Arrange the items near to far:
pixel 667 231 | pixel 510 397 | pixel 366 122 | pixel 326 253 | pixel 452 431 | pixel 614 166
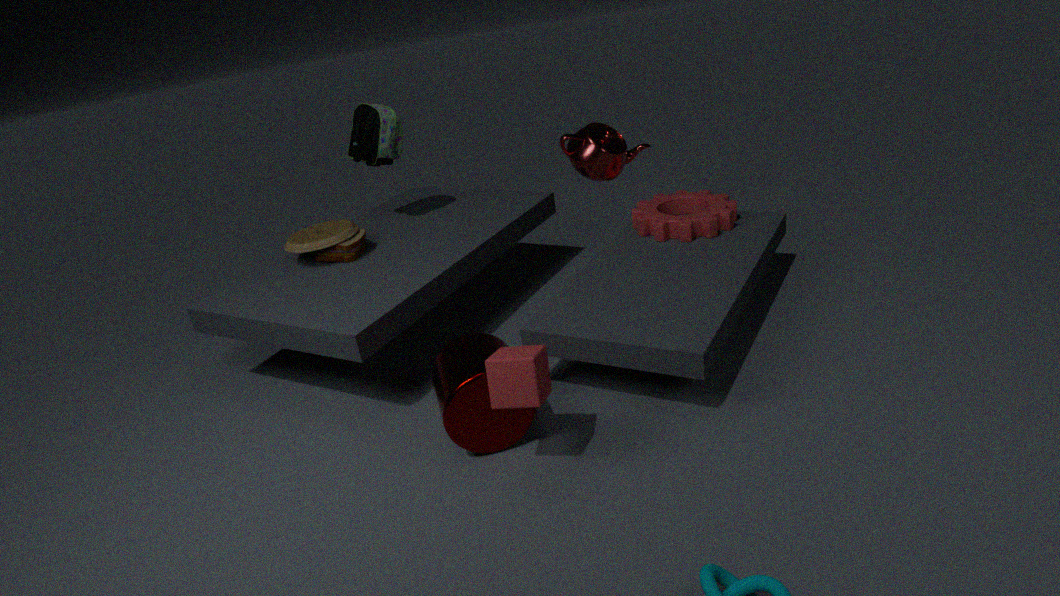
pixel 510 397, pixel 452 431, pixel 326 253, pixel 667 231, pixel 614 166, pixel 366 122
